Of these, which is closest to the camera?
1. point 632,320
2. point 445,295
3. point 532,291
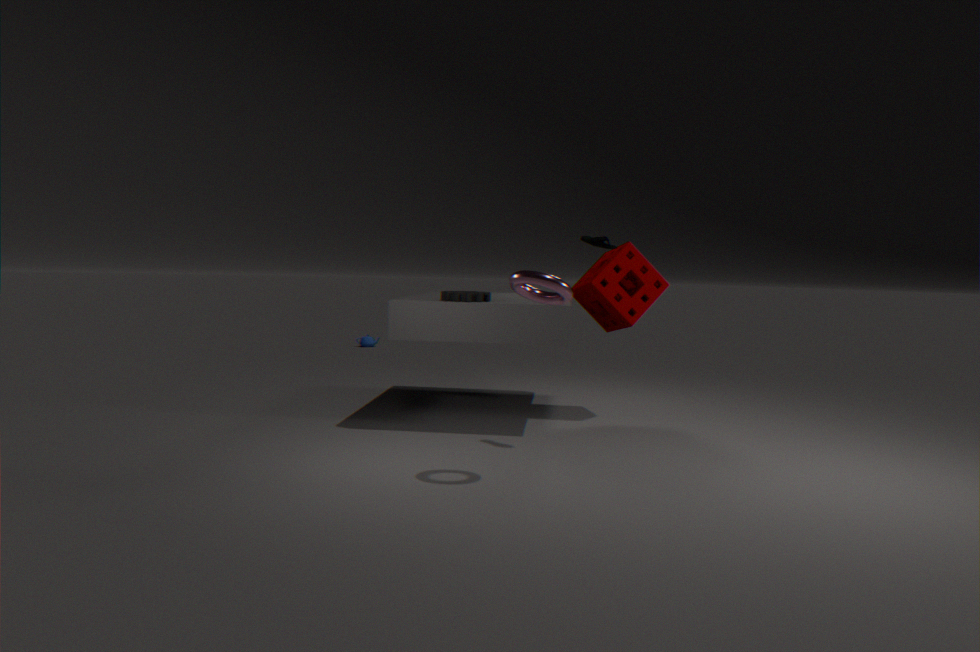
point 532,291
